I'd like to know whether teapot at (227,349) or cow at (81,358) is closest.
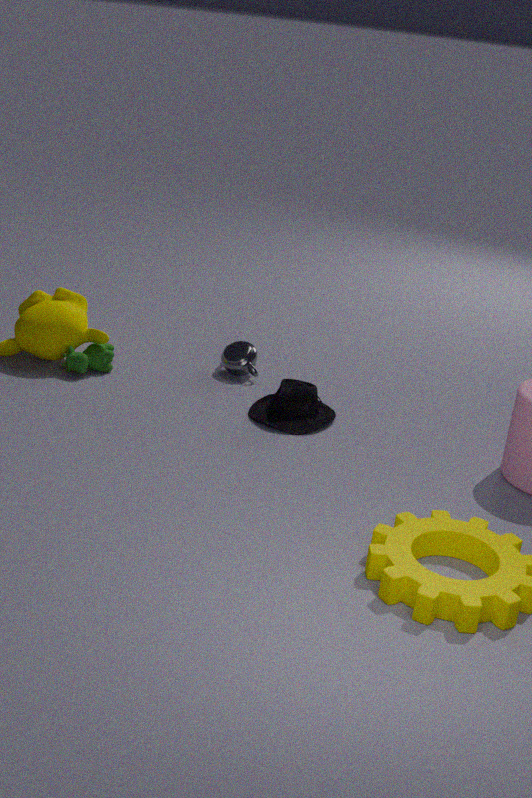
cow at (81,358)
